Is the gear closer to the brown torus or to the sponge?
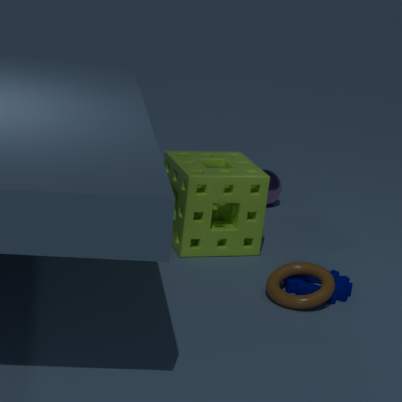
the brown torus
